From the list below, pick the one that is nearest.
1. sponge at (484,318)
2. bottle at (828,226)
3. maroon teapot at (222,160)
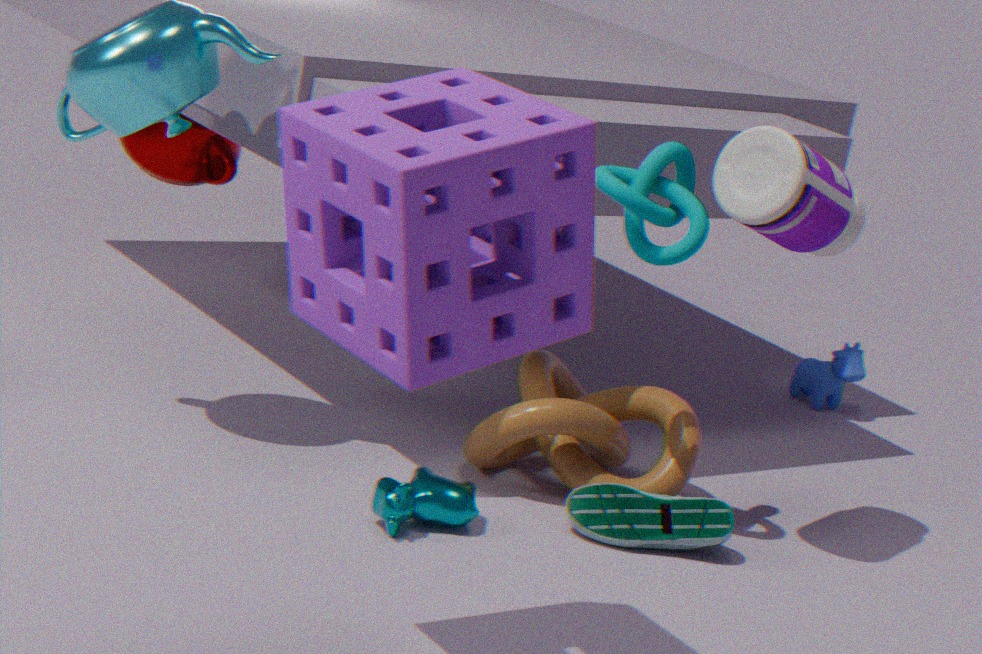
sponge at (484,318)
